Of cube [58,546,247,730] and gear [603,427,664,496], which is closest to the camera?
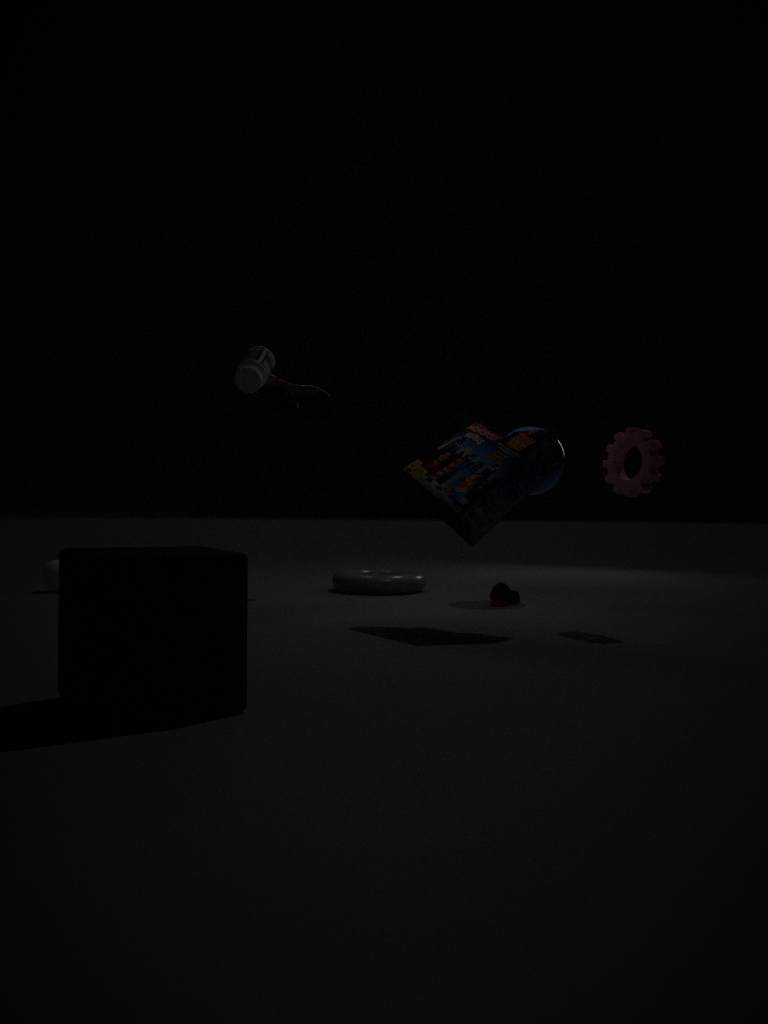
cube [58,546,247,730]
